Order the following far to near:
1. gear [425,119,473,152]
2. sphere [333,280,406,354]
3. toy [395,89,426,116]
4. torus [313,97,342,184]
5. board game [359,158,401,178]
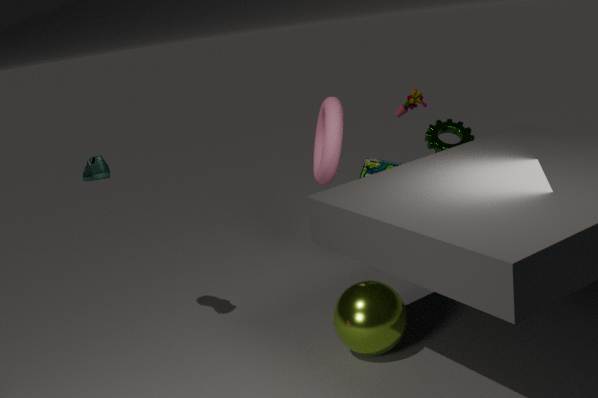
toy [395,89,426,116] < torus [313,97,342,184] < board game [359,158,401,178] < gear [425,119,473,152] < sphere [333,280,406,354]
